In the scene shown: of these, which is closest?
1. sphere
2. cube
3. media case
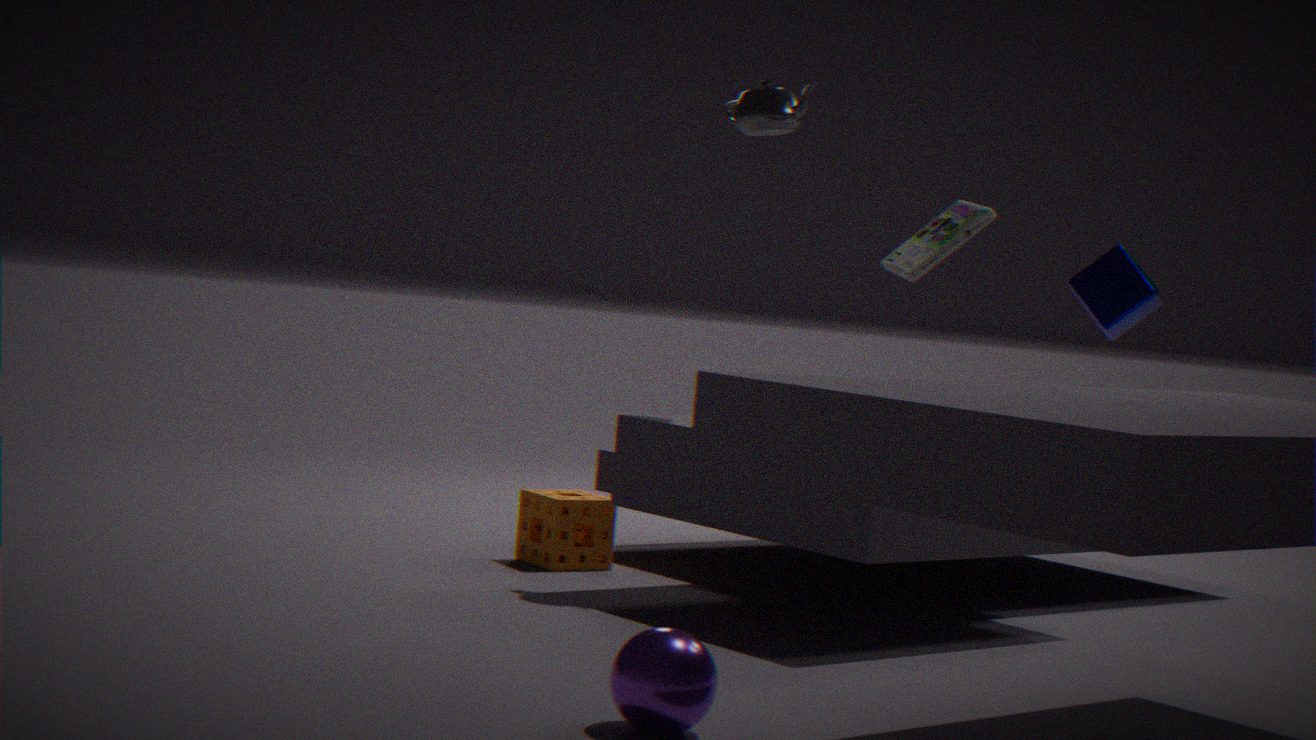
sphere
